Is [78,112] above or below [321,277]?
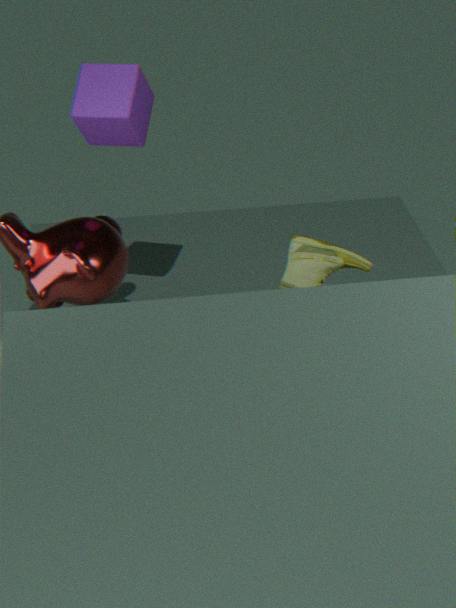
above
